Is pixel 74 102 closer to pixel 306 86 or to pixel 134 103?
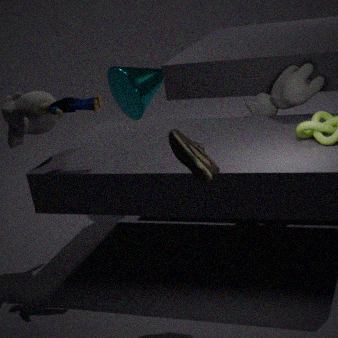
pixel 134 103
